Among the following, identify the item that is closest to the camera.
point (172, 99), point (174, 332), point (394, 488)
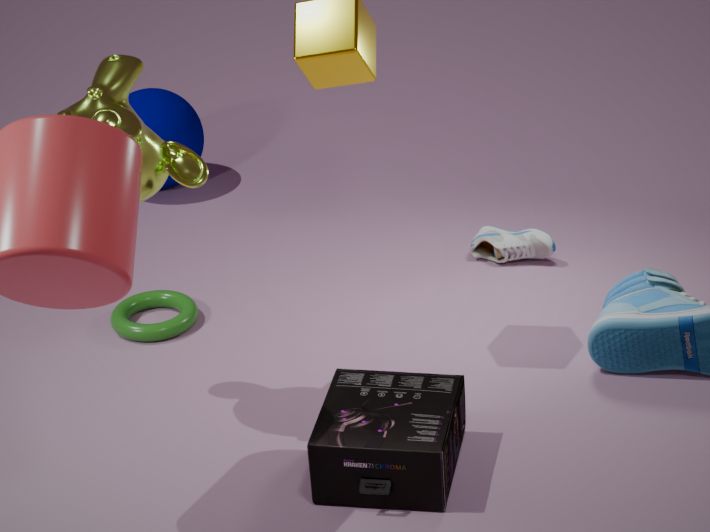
point (394, 488)
